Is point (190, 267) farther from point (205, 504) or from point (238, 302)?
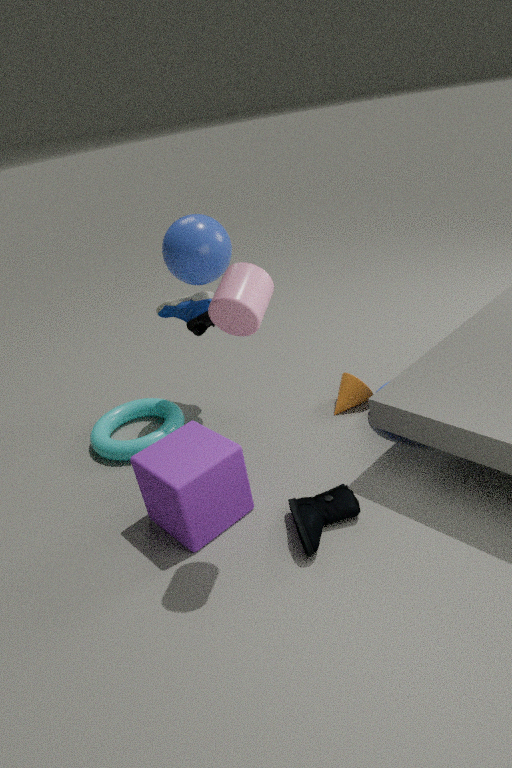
point (205, 504)
